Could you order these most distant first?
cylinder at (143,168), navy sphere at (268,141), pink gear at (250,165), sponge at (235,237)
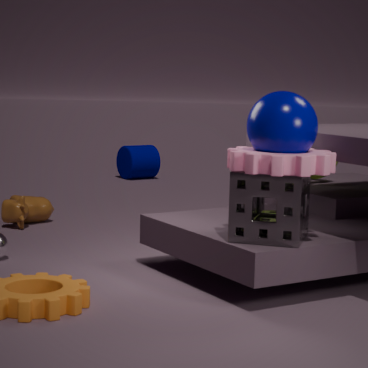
cylinder at (143,168) < sponge at (235,237) < navy sphere at (268,141) < pink gear at (250,165)
